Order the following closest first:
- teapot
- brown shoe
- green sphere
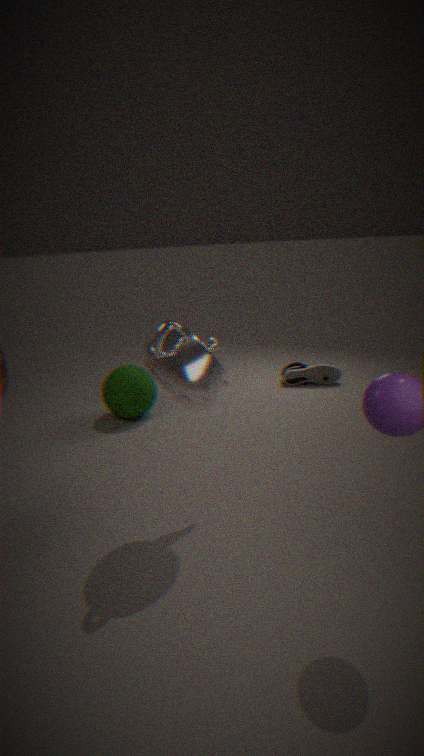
teapot → green sphere → brown shoe
